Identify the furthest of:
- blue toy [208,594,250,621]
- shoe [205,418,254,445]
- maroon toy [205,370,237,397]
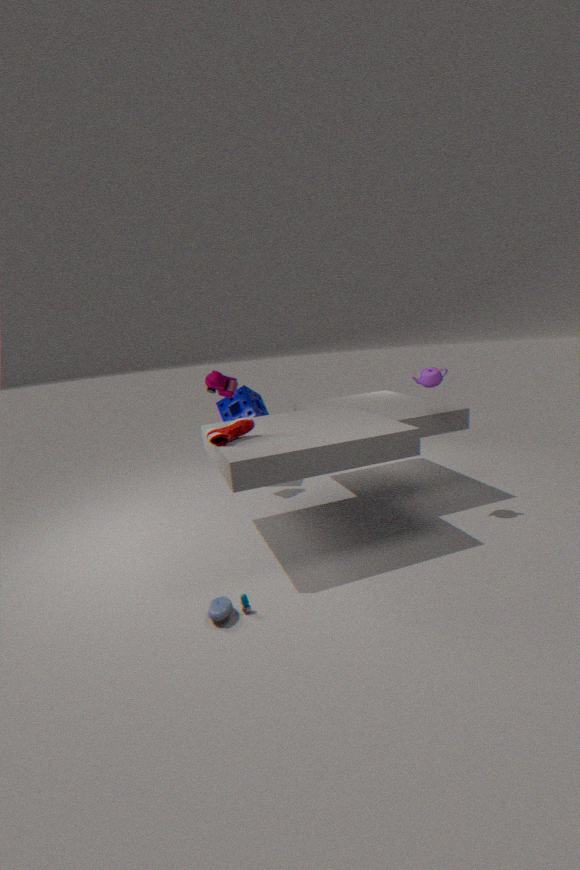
maroon toy [205,370,237,397]
